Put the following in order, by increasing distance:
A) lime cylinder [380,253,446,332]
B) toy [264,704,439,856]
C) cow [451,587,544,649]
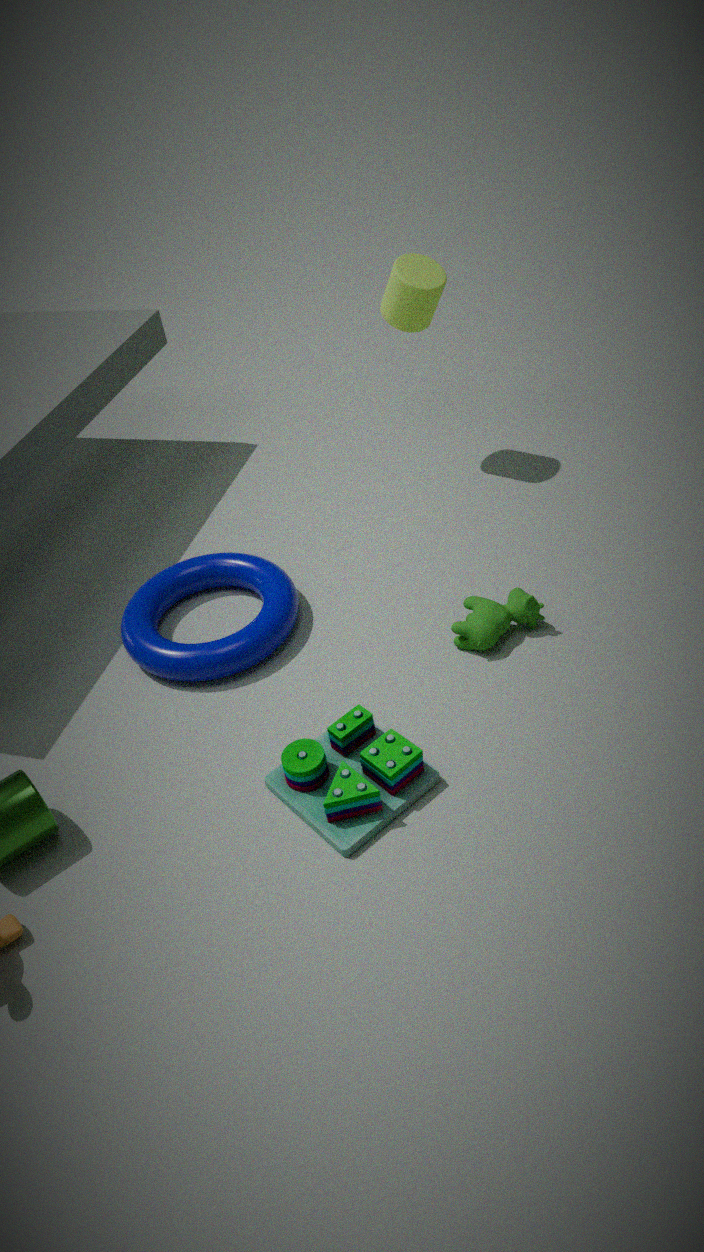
toy [264,704,439,856], cow [451,587,544,649], lime cylinder [380,253,446,332]
